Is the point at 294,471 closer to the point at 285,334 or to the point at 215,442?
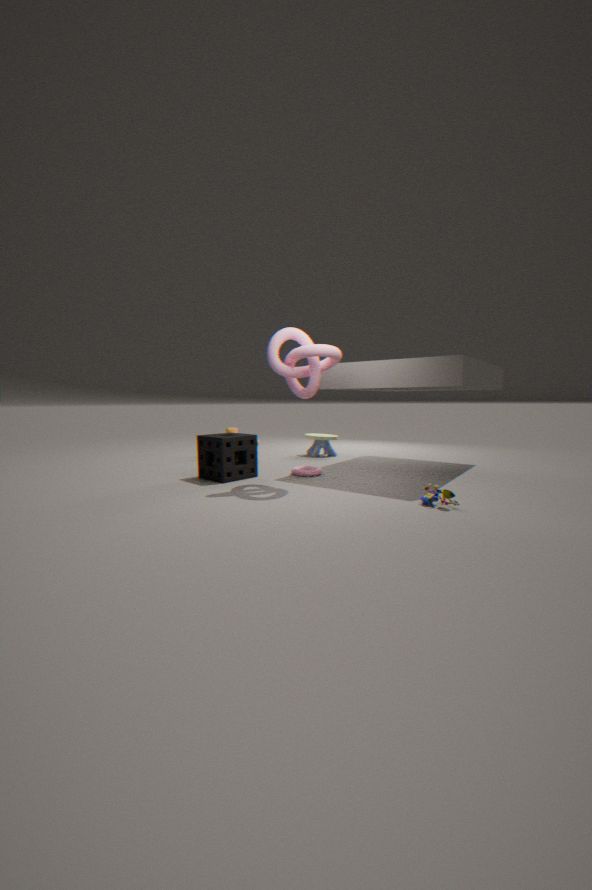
the point at 215,442
